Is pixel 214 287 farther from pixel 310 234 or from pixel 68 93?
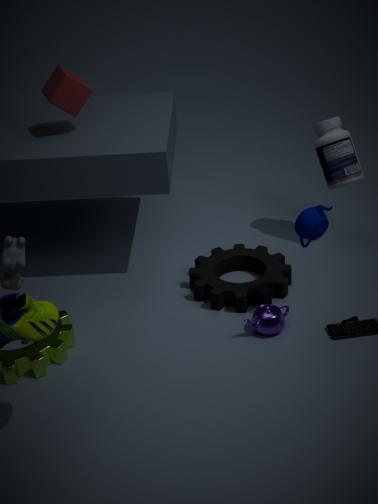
pixel 68 93
